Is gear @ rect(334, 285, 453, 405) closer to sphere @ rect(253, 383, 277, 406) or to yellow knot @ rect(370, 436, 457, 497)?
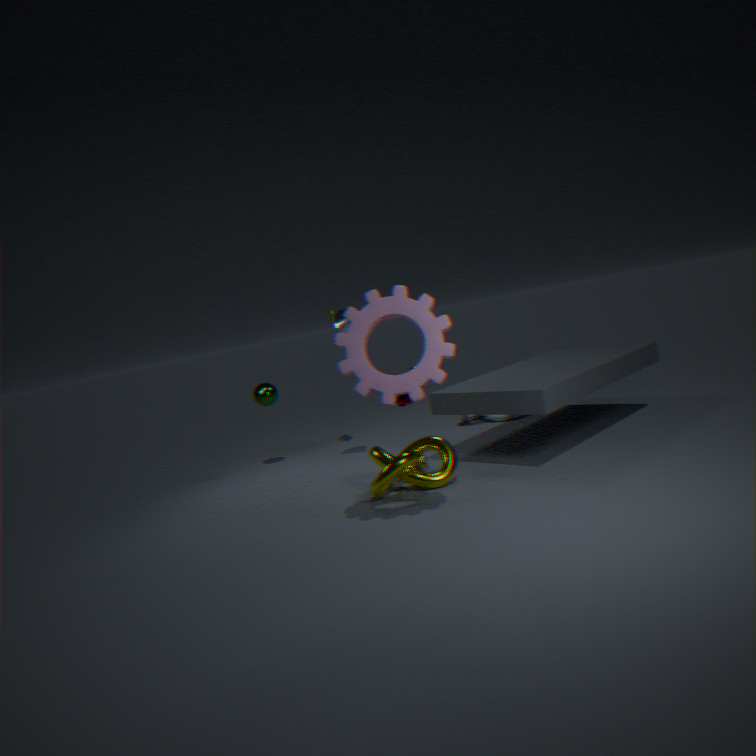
yellow knot @ rect(370, 436, 457, 497)
